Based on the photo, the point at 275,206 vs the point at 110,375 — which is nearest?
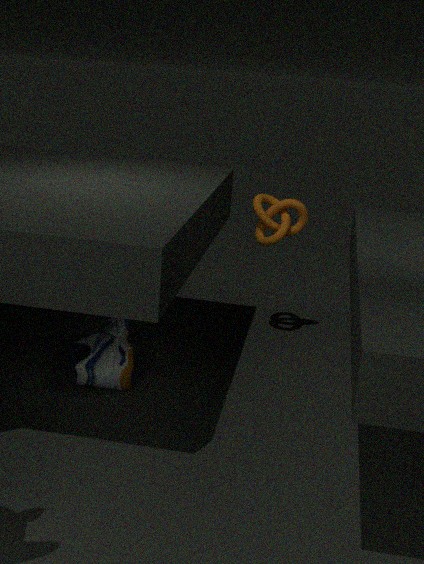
the point at 110,375
